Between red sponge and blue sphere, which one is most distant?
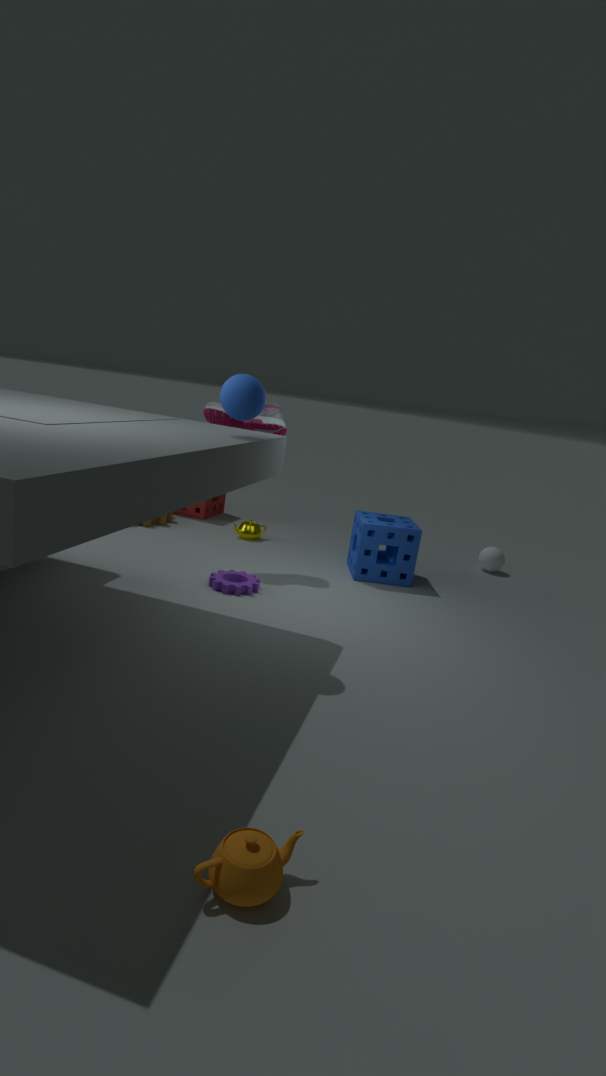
red sponge
